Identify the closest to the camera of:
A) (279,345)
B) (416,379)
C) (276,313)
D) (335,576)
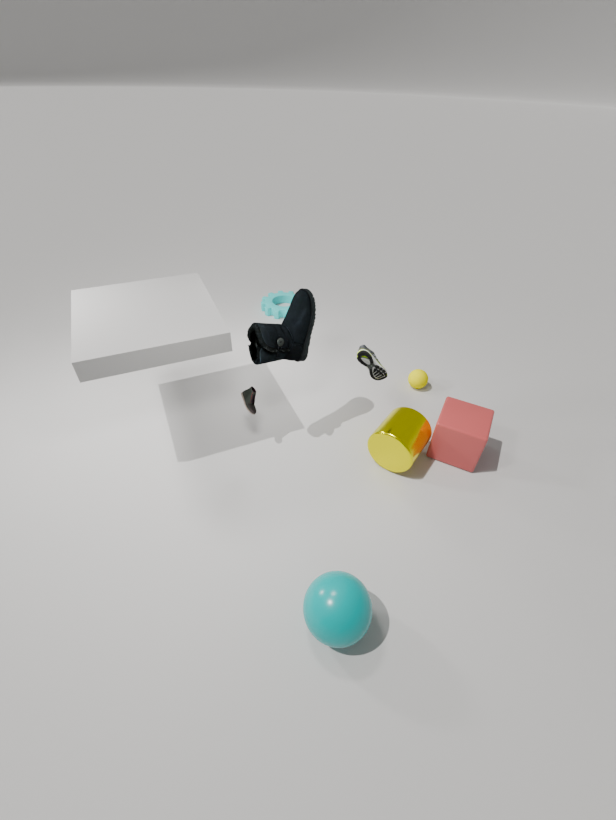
(335,576)
